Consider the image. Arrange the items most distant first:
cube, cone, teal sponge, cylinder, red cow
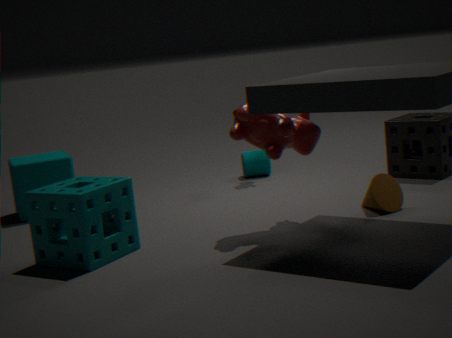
1. cylinder
2. cube
3. cone
4. red cow
5. teal sponge
